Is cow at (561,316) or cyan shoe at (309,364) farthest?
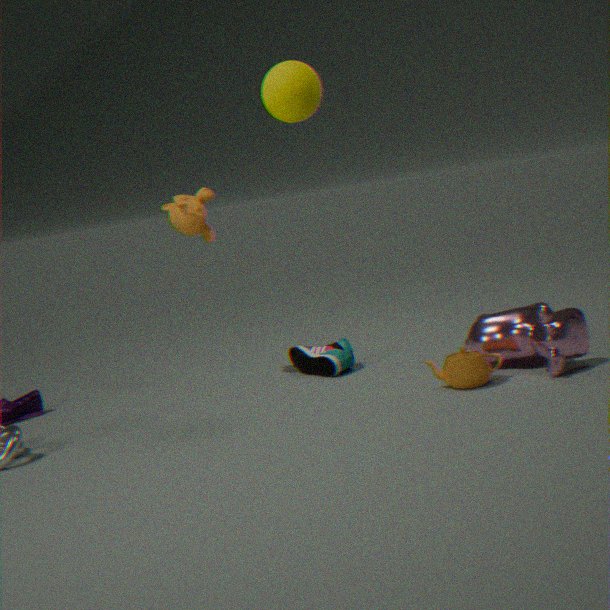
cyan shoe at (309,364)
